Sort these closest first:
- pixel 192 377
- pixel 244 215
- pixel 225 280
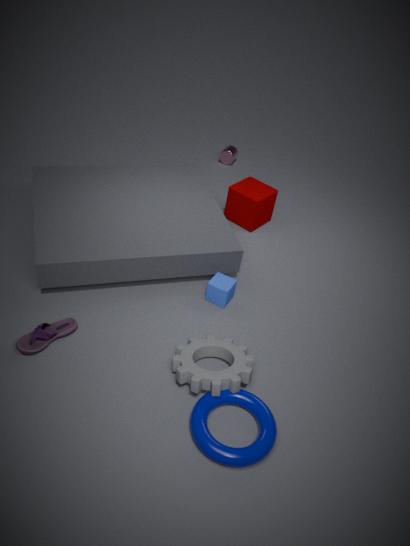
→ pixel 192 377, pixel 225 280, pixel 244 215
